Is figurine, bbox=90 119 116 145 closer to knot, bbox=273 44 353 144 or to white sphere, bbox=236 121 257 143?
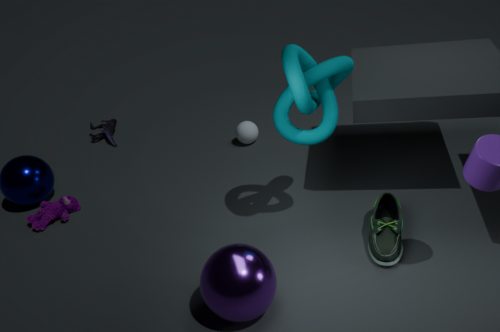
white sphere, bbox=236 121 257 143
